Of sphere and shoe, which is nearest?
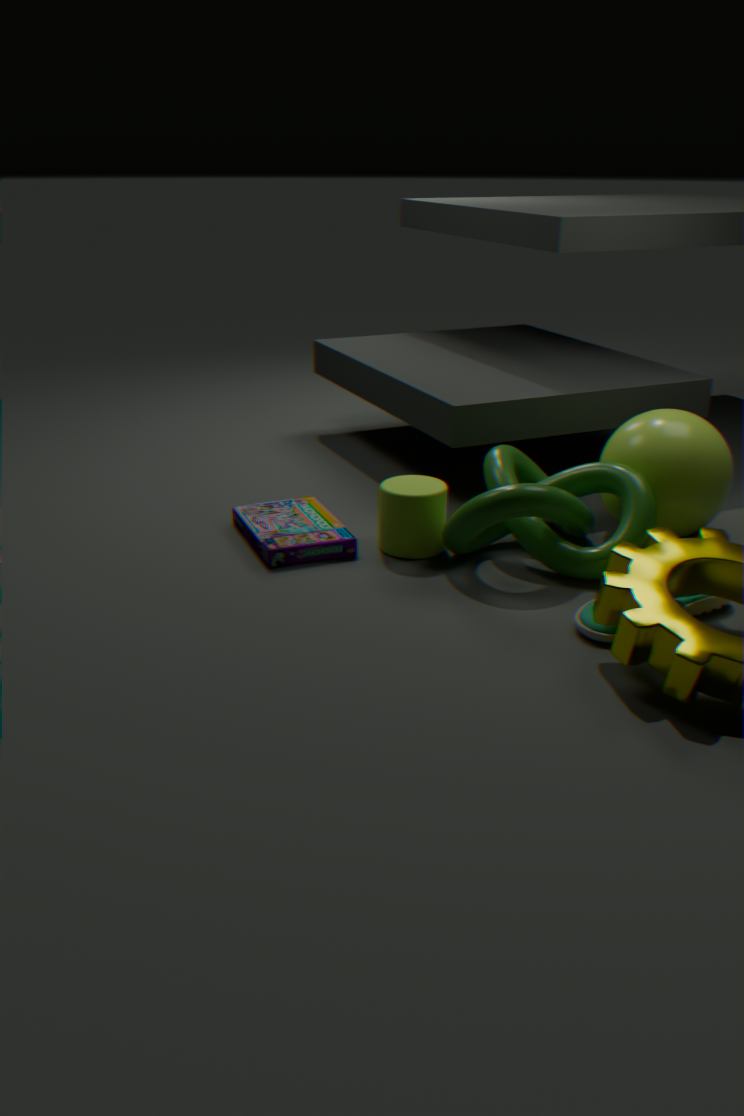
shoe
